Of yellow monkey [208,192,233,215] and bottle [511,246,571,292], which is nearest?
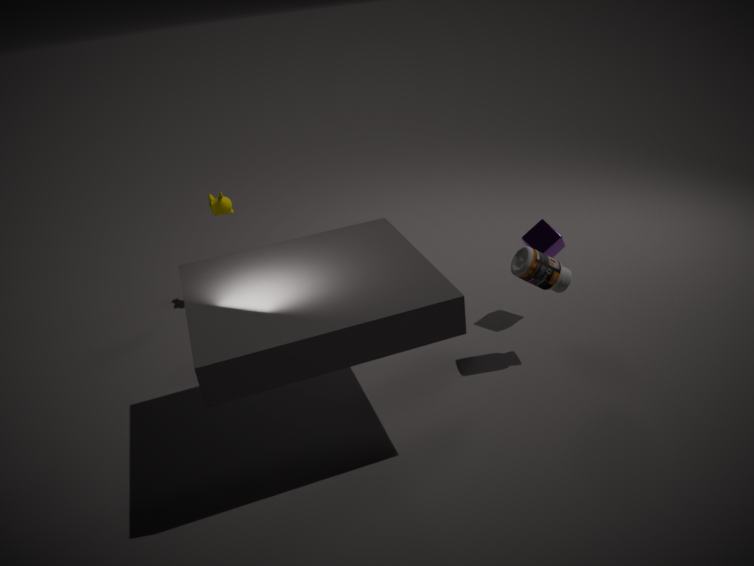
bottle [511,246,571,292]
